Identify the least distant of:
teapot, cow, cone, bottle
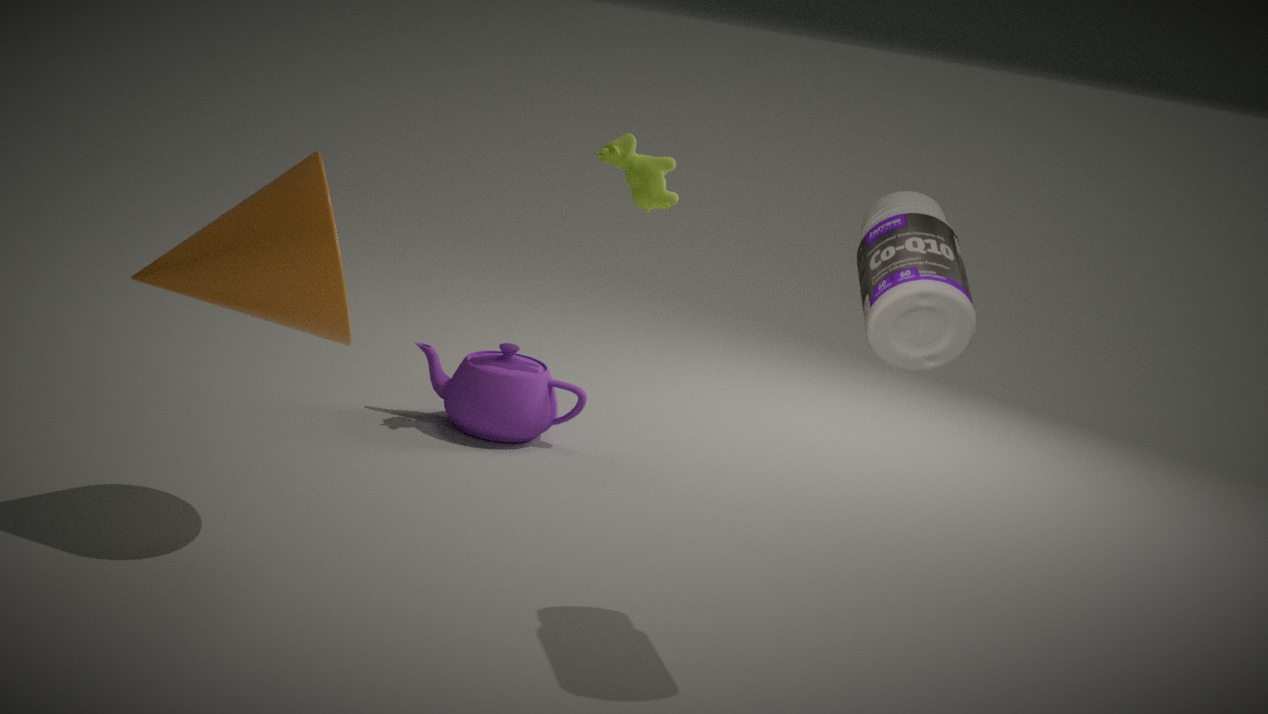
bottle
